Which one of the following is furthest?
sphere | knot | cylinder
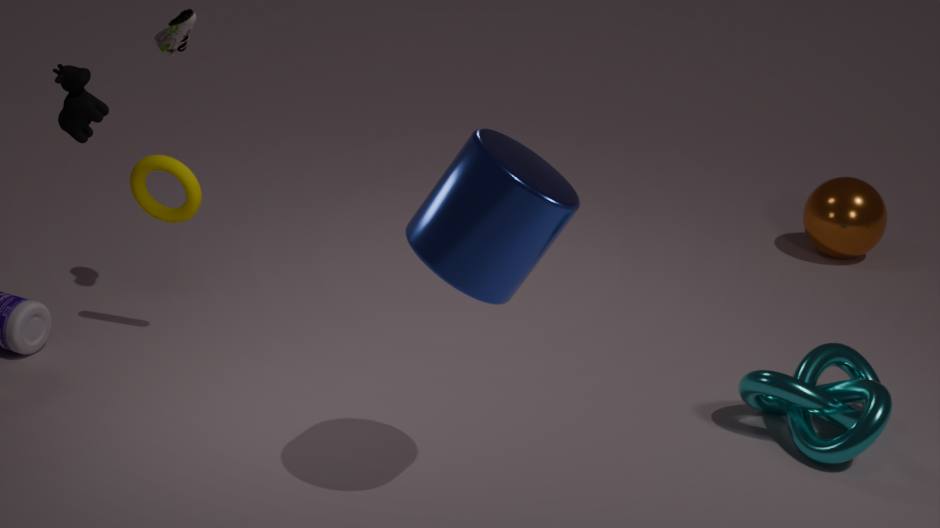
sphere
